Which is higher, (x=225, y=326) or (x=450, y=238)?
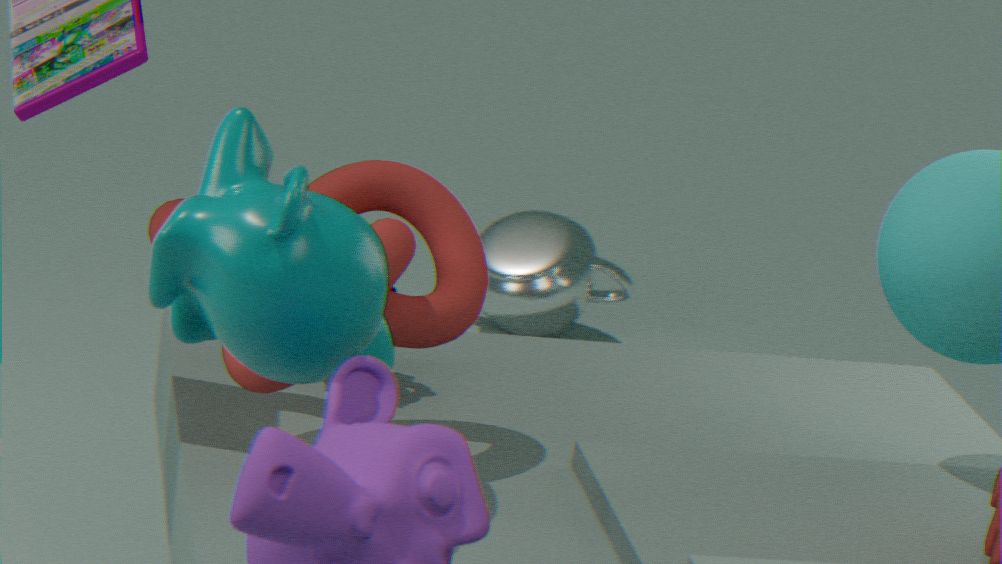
(x=225, y=326)
